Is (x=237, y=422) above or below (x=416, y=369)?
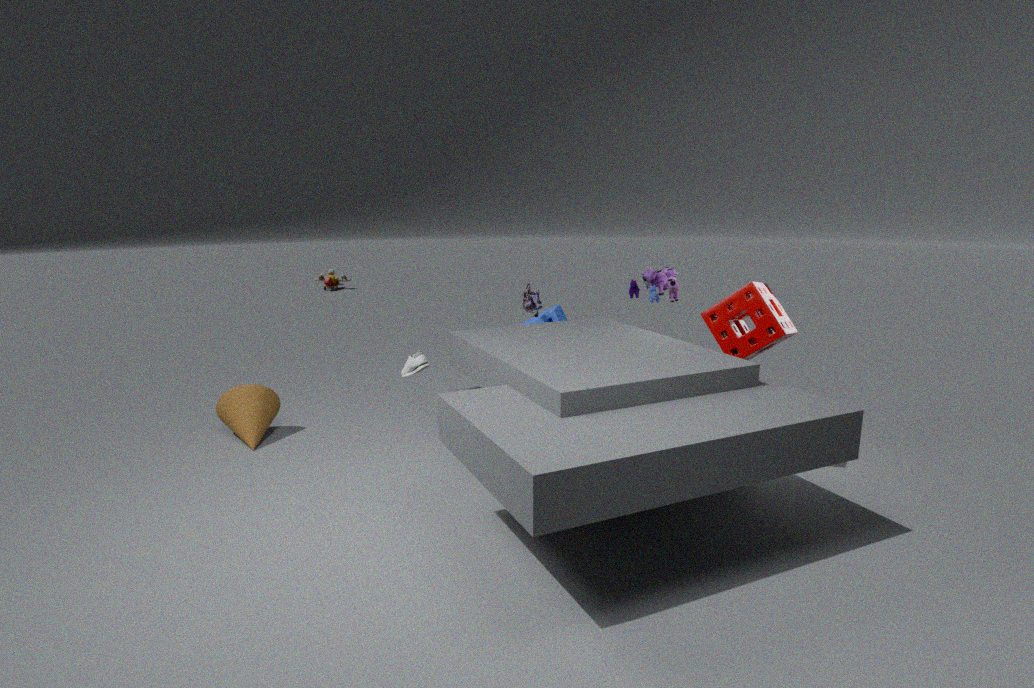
below
